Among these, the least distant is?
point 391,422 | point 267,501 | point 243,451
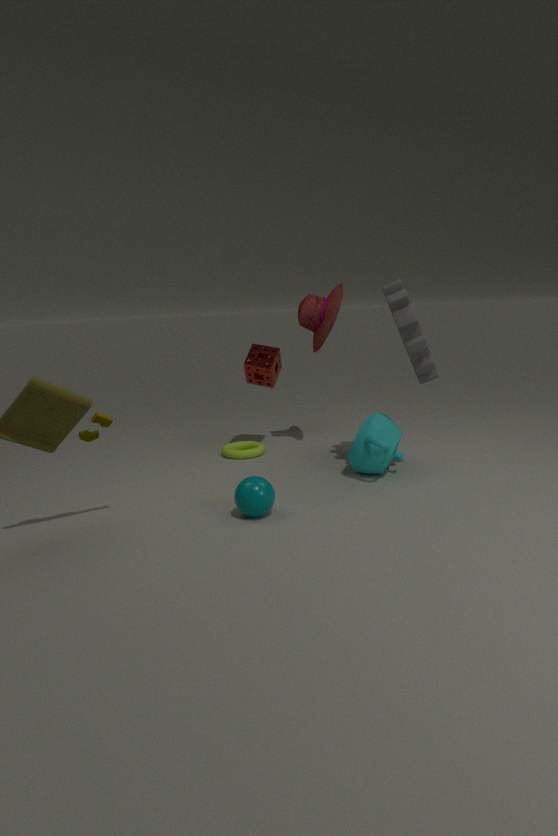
point 267,501
